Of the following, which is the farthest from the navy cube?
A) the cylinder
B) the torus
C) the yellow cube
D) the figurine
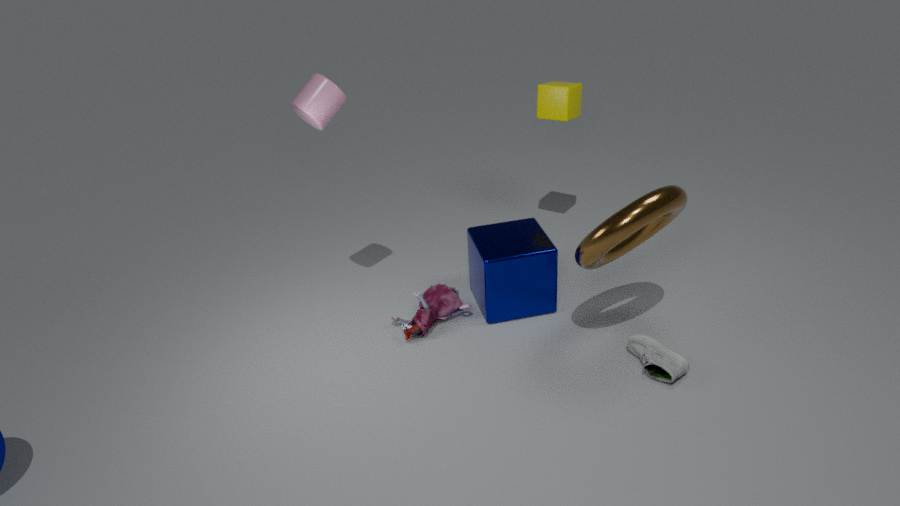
the cylinder
